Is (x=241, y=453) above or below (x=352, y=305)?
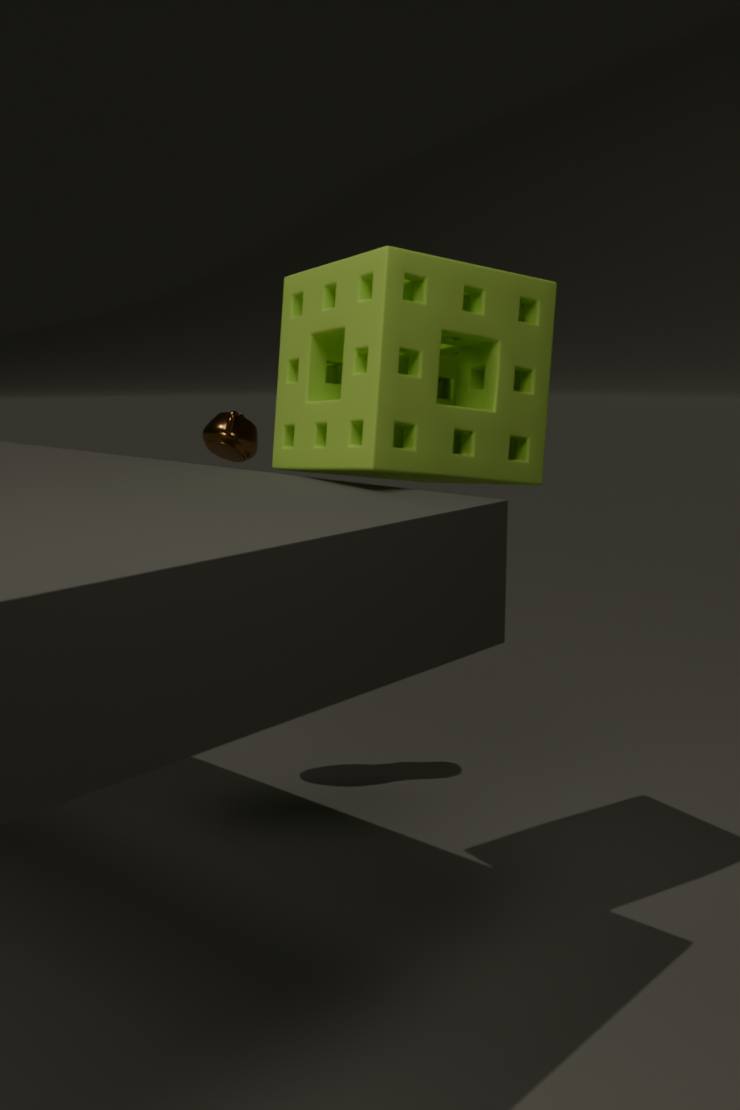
below
